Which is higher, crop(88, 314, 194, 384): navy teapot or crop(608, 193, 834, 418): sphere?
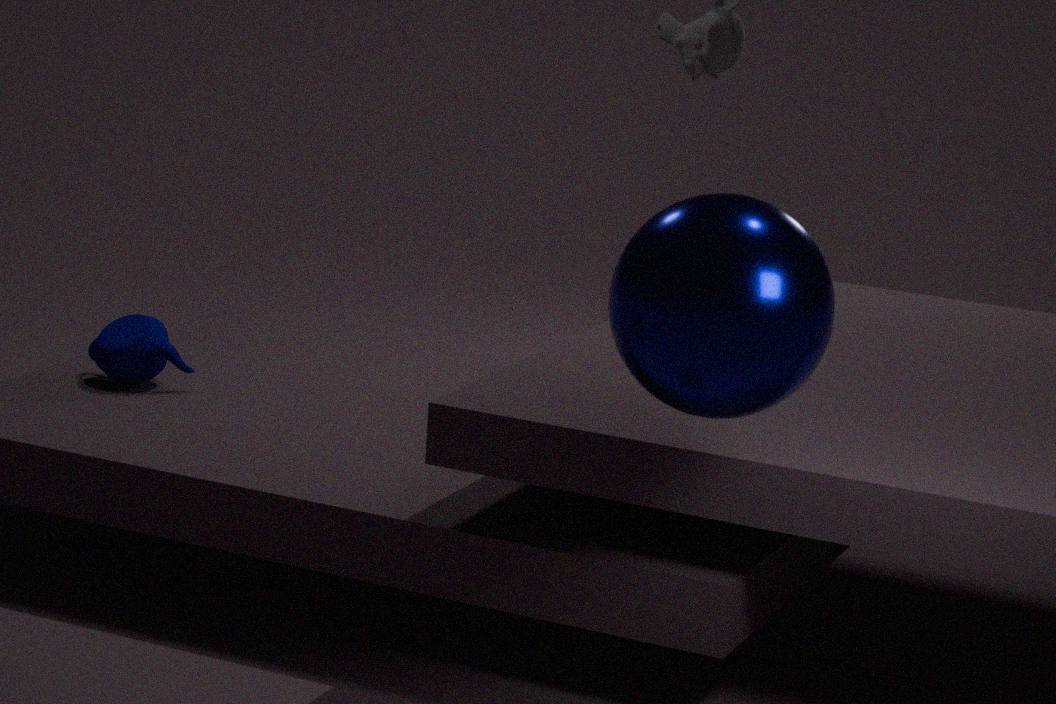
crop(608, 193, 834, 418): sphere
